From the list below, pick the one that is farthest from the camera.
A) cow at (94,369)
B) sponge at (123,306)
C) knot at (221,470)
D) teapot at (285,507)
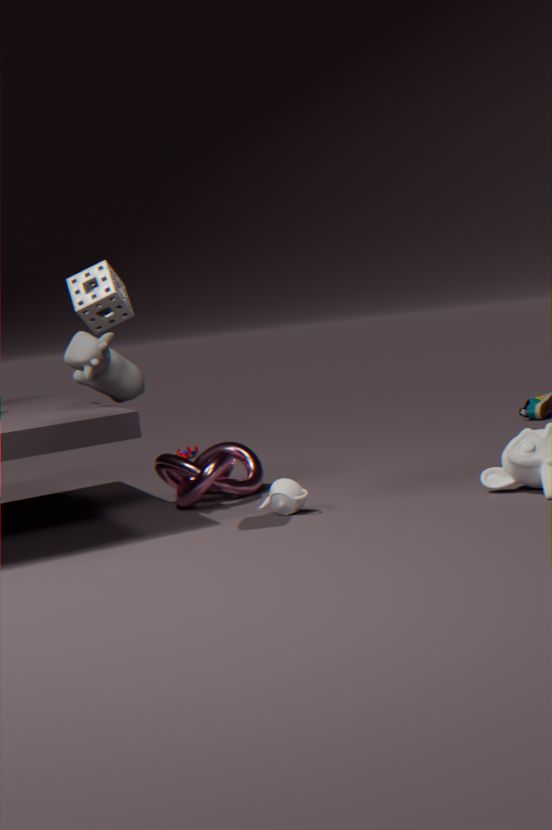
knot at (221,470)
